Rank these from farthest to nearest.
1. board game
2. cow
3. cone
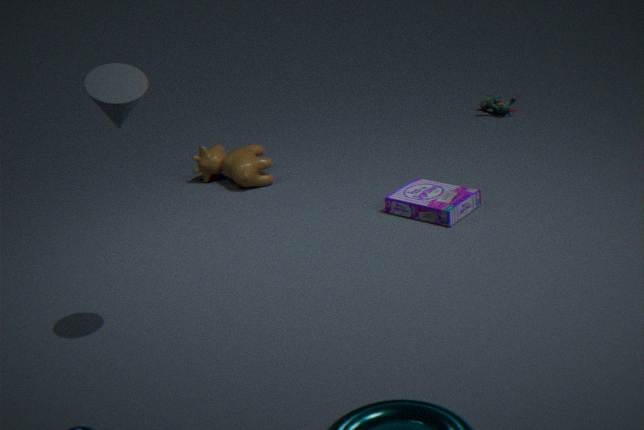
1. cow
2. board game
3. cone
